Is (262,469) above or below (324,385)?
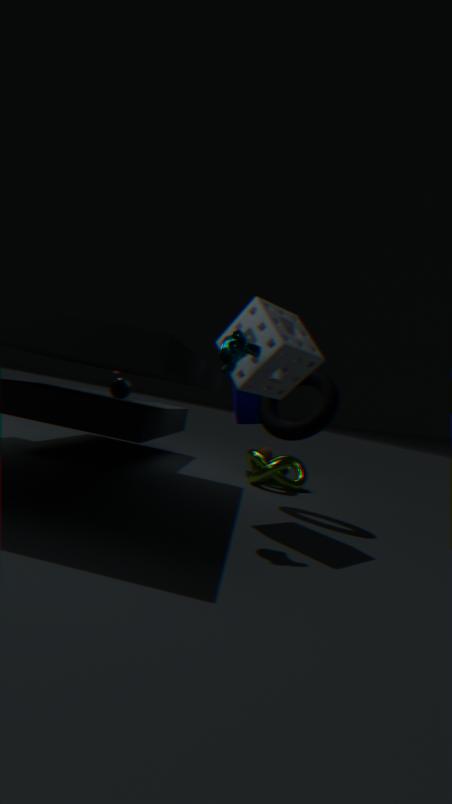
below
